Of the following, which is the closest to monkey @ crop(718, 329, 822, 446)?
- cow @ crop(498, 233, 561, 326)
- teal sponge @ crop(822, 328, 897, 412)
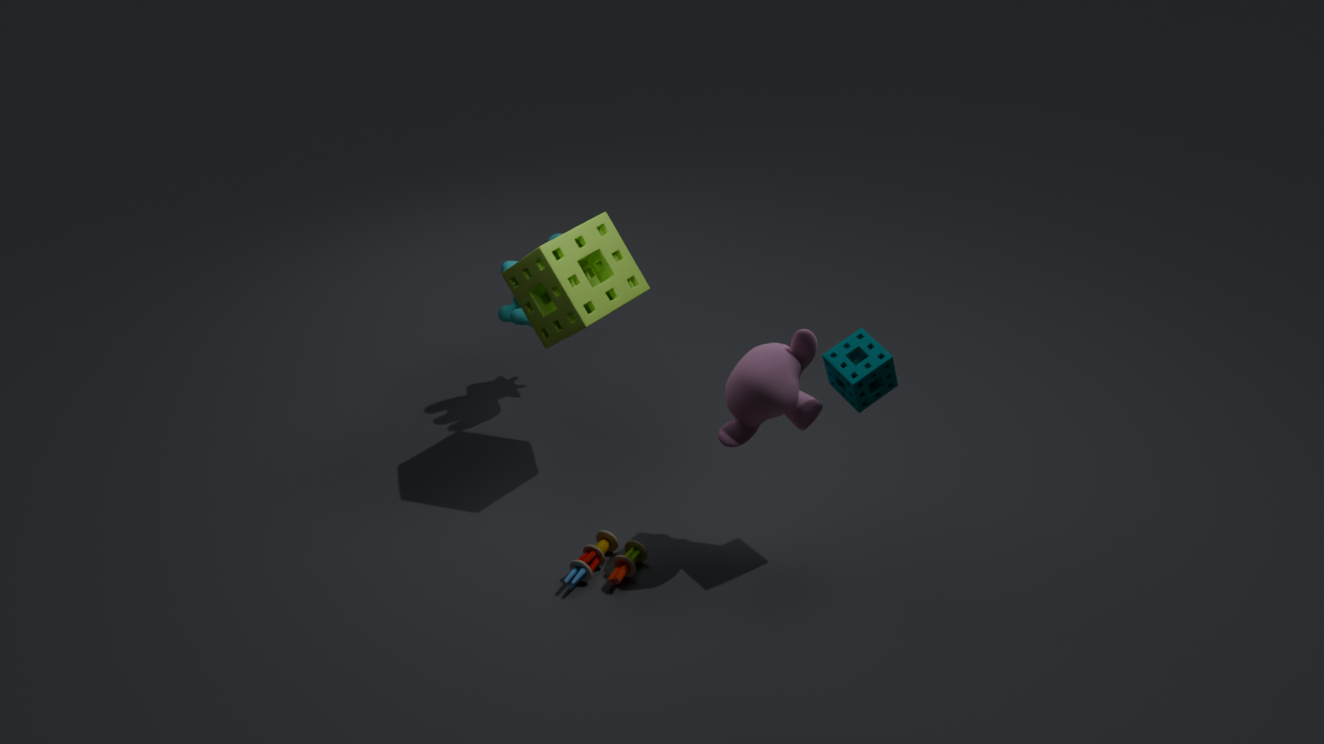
teal sponge @ crop(822, 328, 897, 412)
